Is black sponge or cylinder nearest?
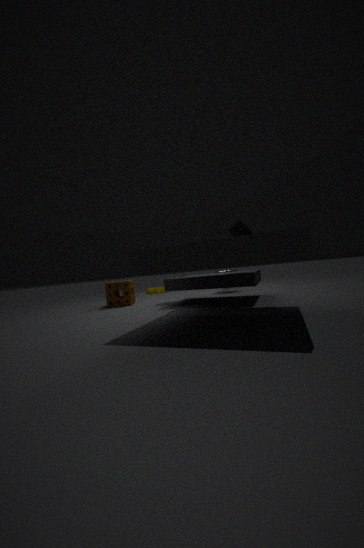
black sponge
